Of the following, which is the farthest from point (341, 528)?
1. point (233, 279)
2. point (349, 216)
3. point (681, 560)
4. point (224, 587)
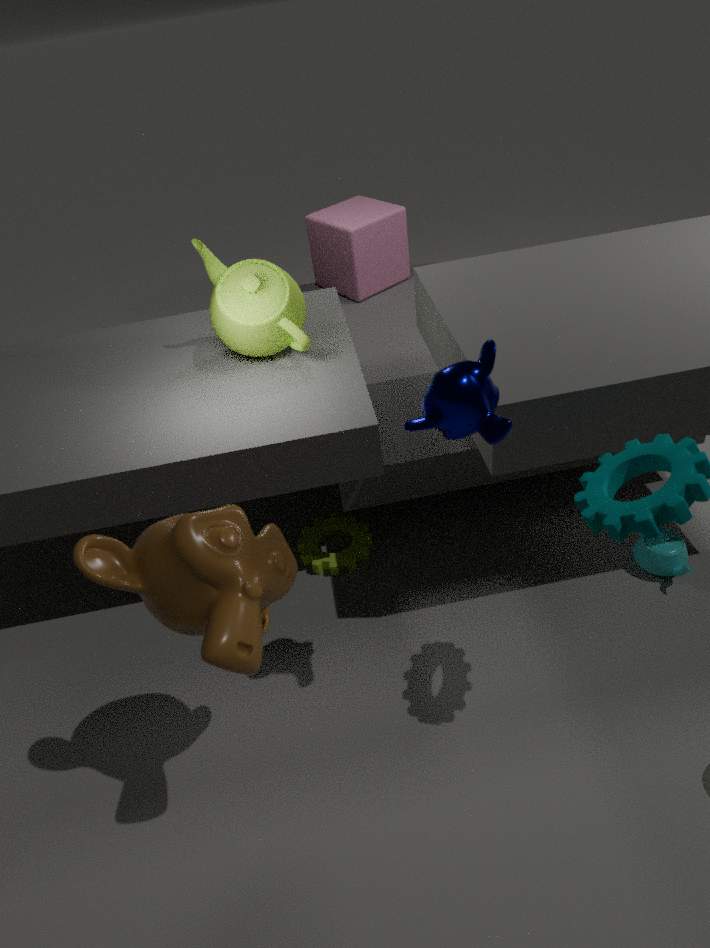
point (349, 216)
